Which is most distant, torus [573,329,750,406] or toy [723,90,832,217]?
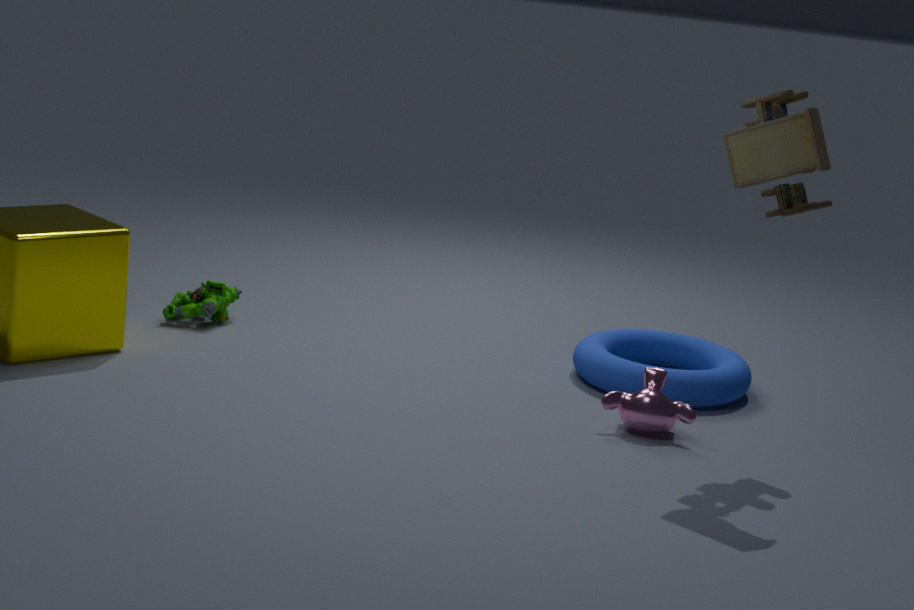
torus [573,329,750,406]
